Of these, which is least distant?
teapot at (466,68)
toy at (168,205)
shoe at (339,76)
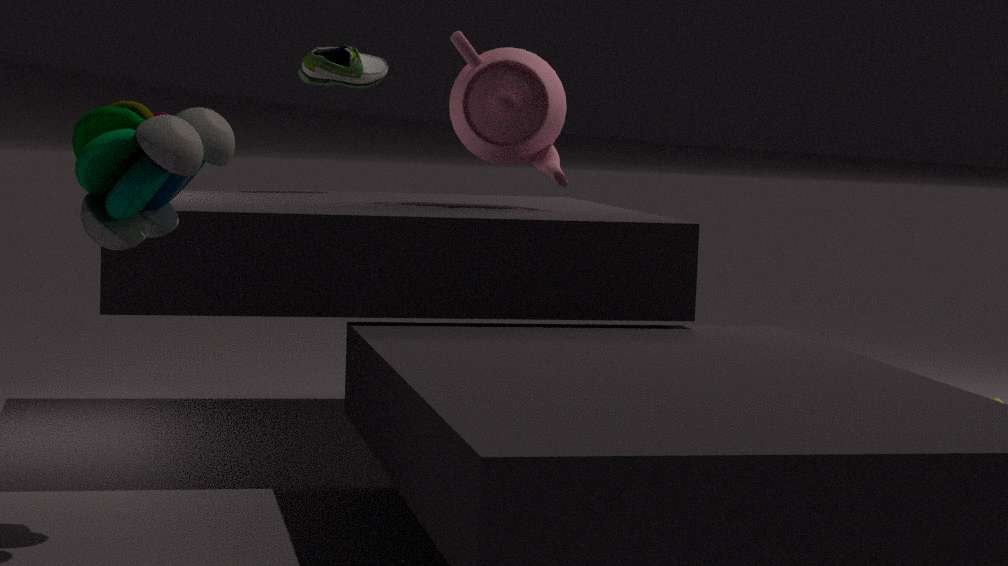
toy at (168,205)
